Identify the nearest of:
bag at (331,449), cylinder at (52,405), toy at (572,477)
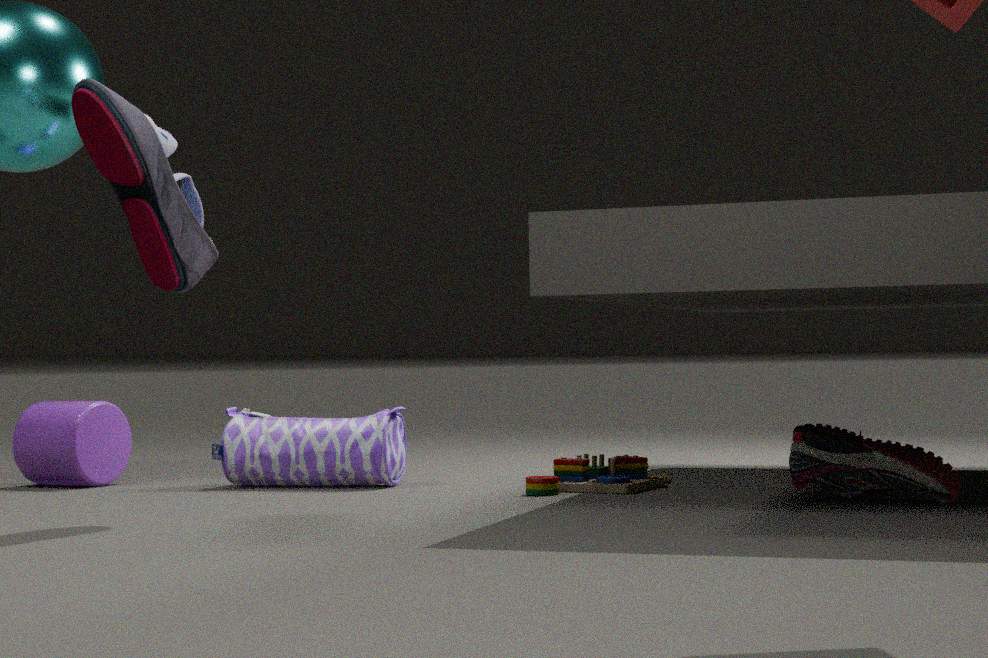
toy at (572,477)
